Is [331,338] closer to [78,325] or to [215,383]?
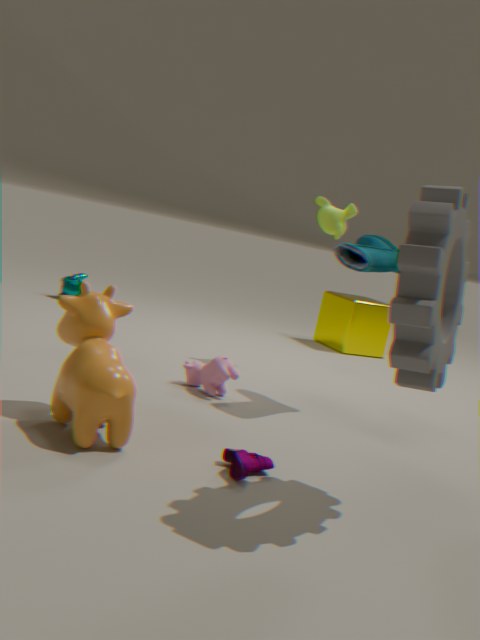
[215,383]
